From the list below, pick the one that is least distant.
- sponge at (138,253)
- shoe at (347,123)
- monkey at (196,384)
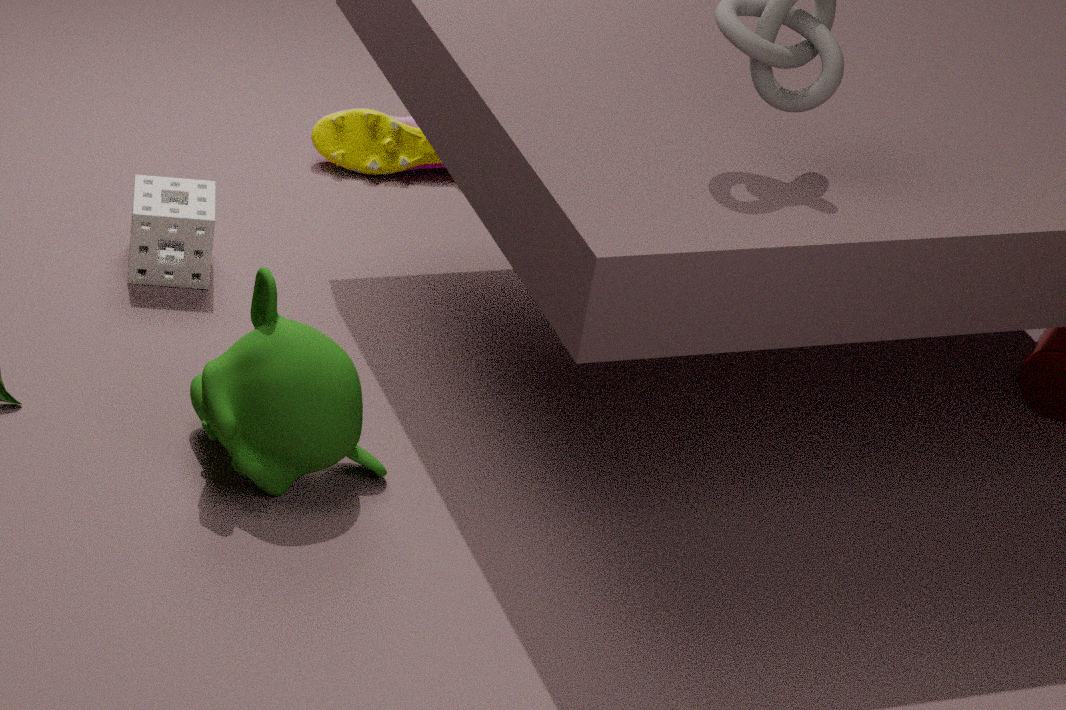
monkey at (196,384)
